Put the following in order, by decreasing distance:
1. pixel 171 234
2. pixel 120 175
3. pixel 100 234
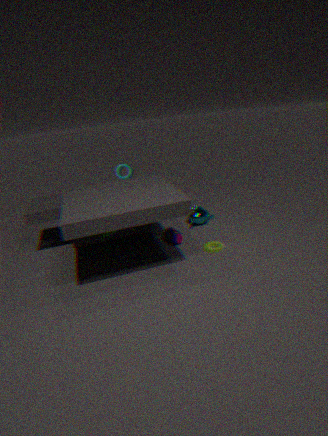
pixel 120 175
pixel 171 234
pixel 100 234
